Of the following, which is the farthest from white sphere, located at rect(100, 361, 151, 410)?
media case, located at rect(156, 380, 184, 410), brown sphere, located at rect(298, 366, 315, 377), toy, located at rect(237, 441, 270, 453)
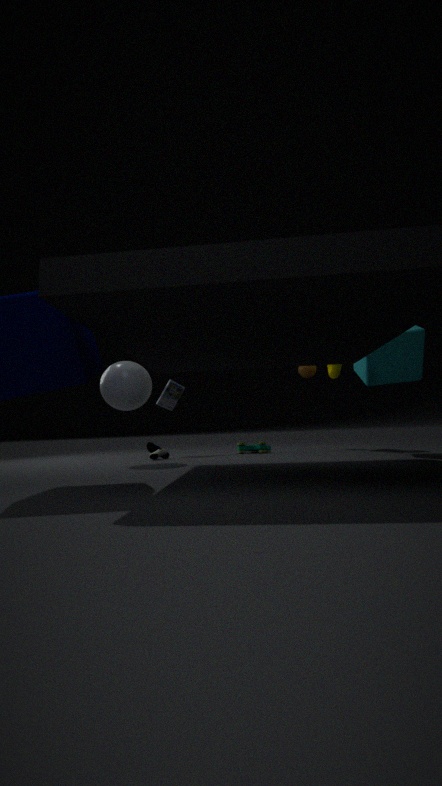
brown sphere, located at rect(298, 366, 315, 377)
